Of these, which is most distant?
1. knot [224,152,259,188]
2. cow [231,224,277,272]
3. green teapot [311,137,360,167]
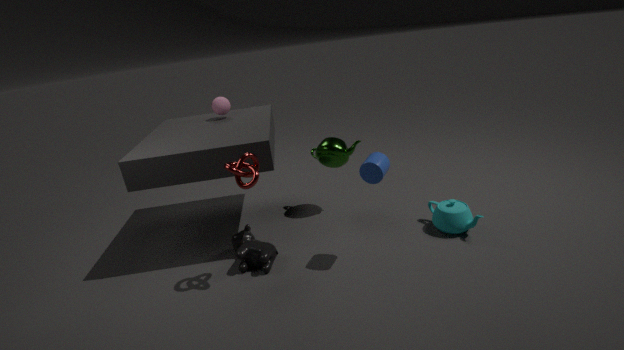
green teapot [311,137,360,167]
